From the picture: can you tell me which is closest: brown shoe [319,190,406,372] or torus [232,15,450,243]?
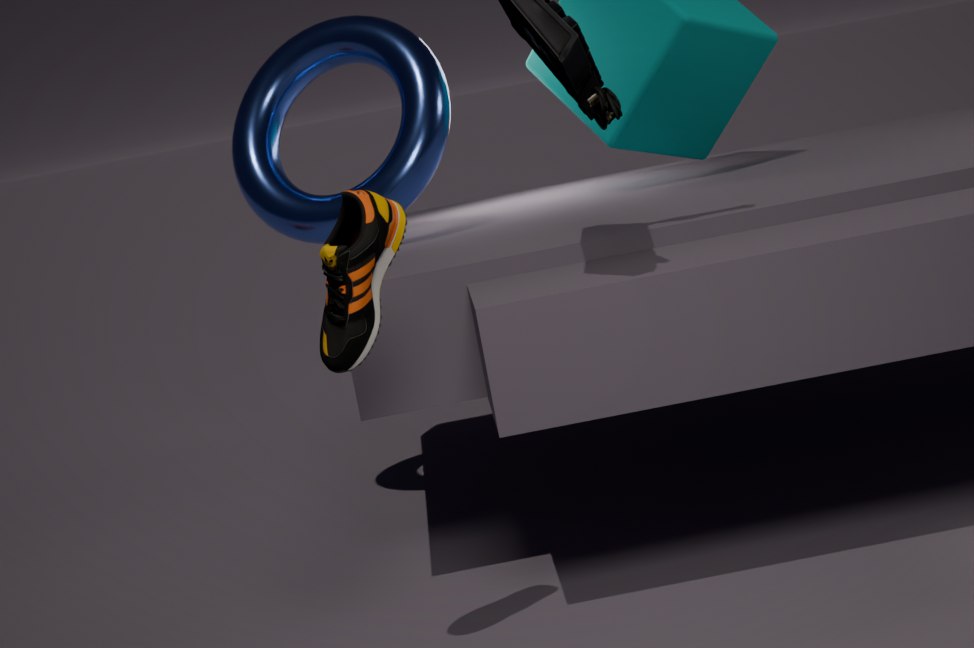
brown shoe [319,190,406,372]
